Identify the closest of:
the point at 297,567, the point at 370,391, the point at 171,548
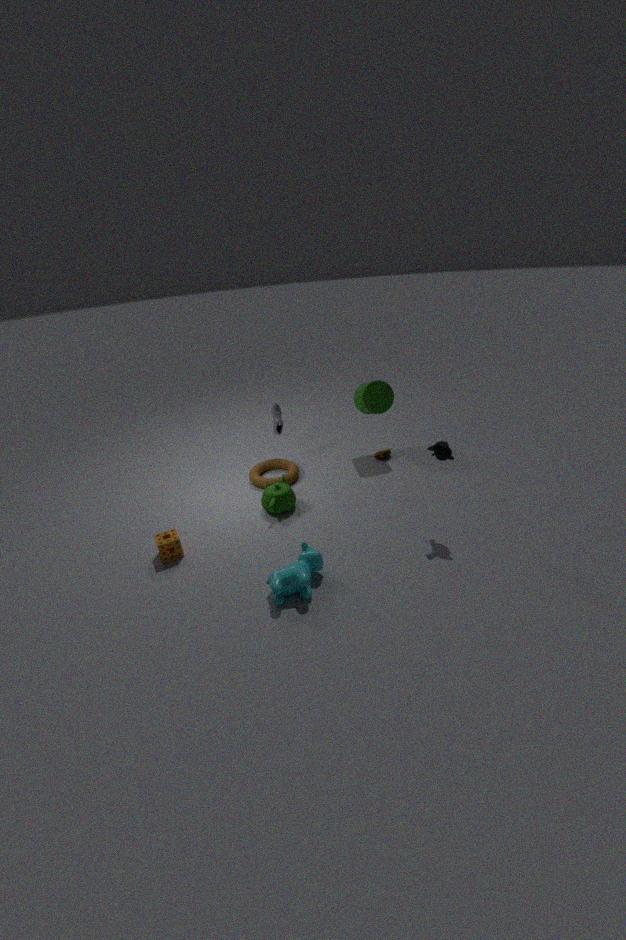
the point at 297,567
